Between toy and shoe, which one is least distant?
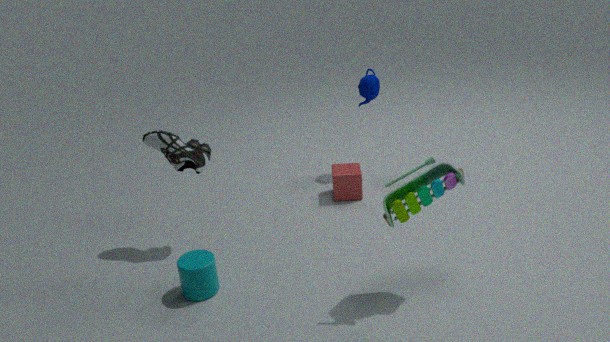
toy
